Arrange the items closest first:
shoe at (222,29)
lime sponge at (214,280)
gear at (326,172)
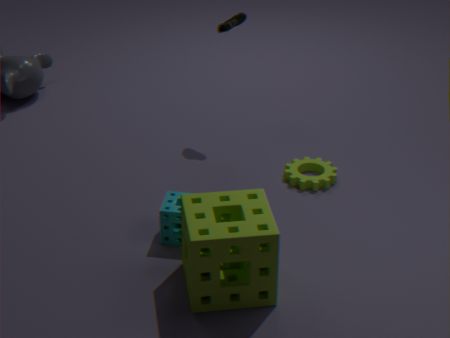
lime sponge at (214,280)
gear at (326,172)
shoe at (222,29)
